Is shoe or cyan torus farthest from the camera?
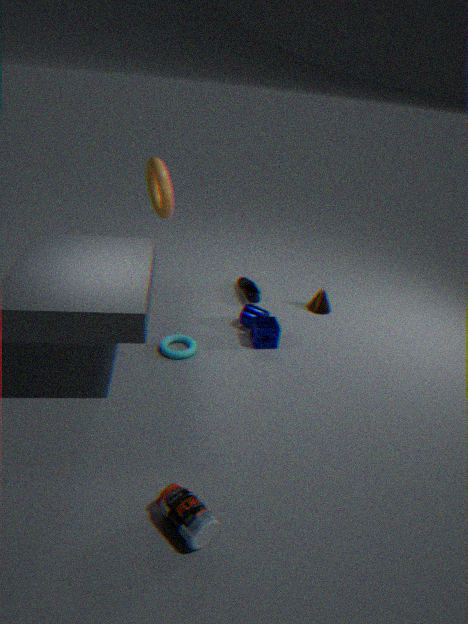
shoe
